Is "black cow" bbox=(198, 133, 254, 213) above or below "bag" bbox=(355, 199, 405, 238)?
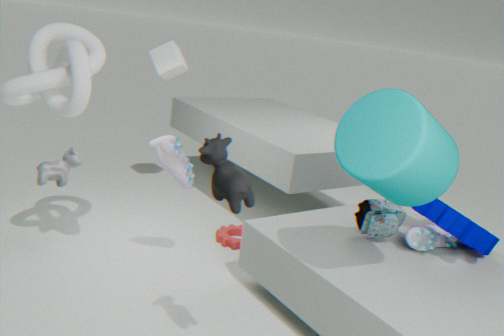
above
